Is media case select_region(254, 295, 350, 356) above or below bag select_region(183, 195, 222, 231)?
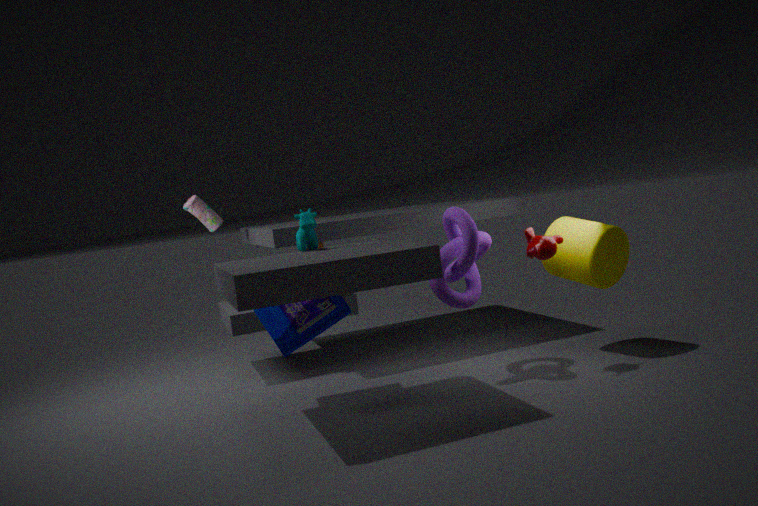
below
